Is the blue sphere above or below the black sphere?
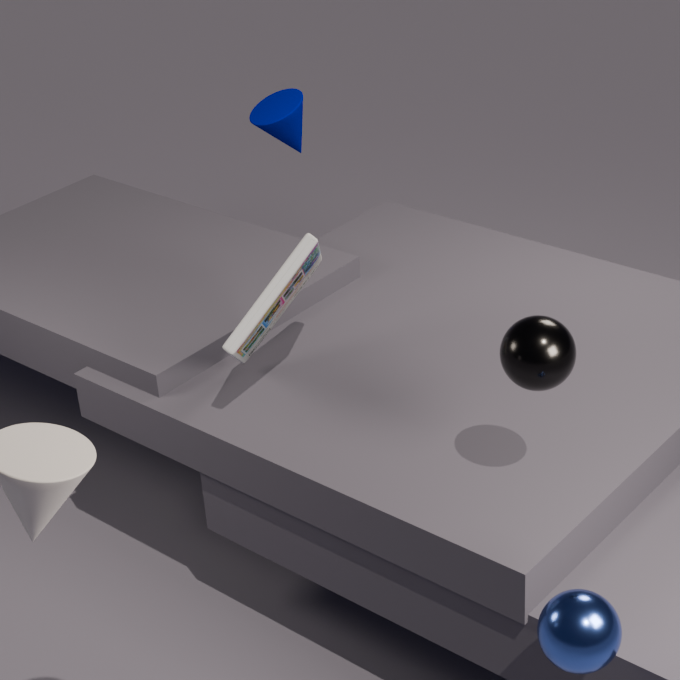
below
